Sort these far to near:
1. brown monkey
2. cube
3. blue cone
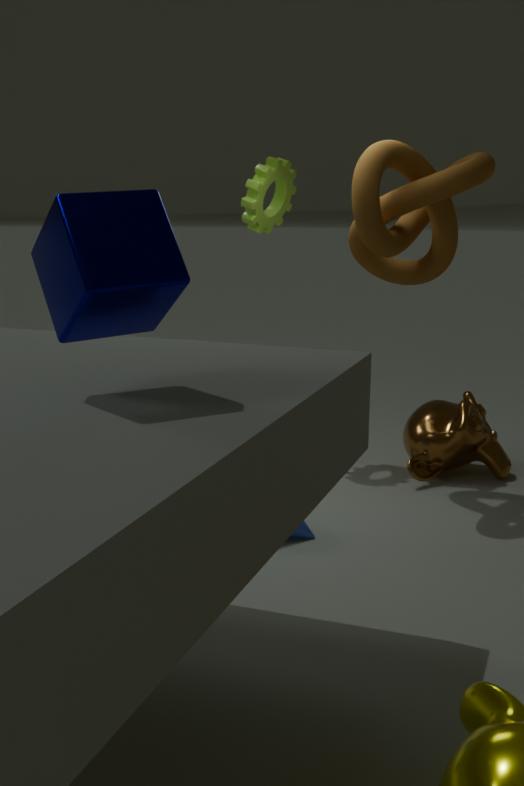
brown monkey
blue cone
cube
